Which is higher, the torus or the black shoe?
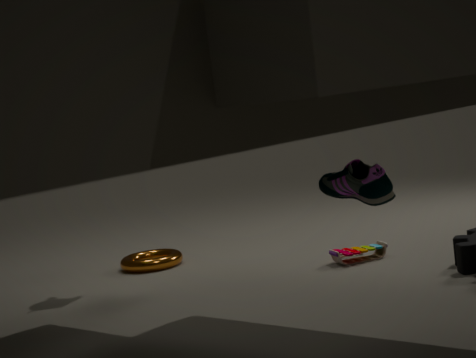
the black shoe
